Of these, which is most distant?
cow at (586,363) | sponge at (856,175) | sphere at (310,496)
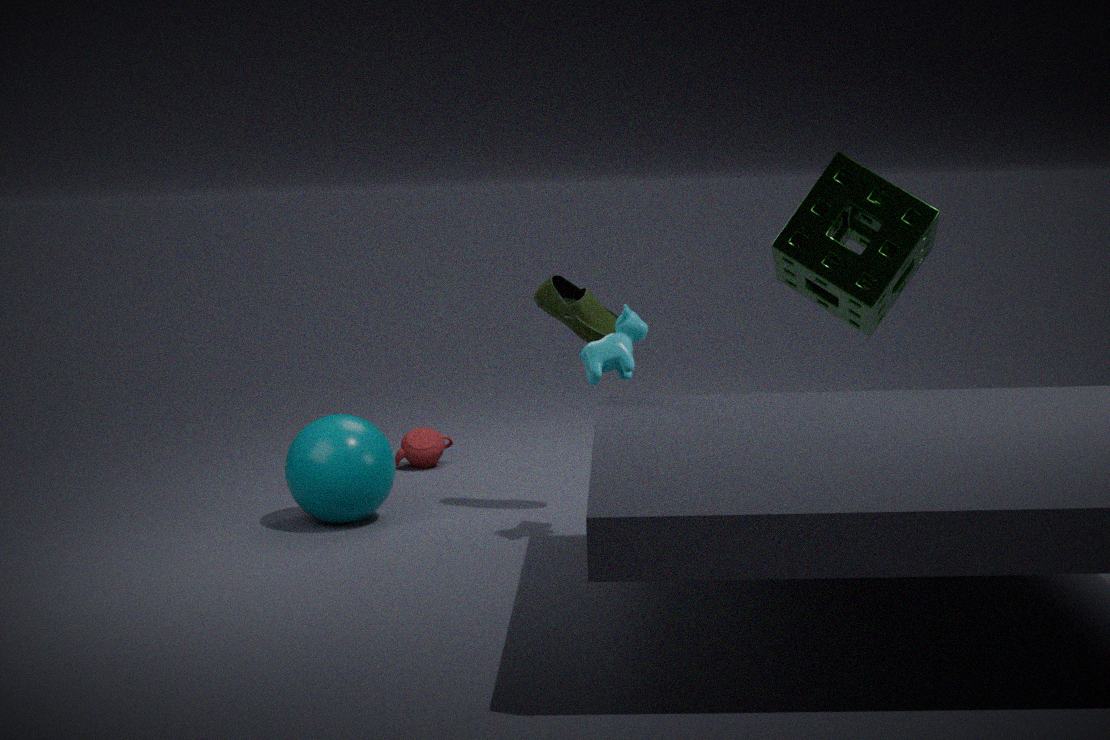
sphere at (310,496)
